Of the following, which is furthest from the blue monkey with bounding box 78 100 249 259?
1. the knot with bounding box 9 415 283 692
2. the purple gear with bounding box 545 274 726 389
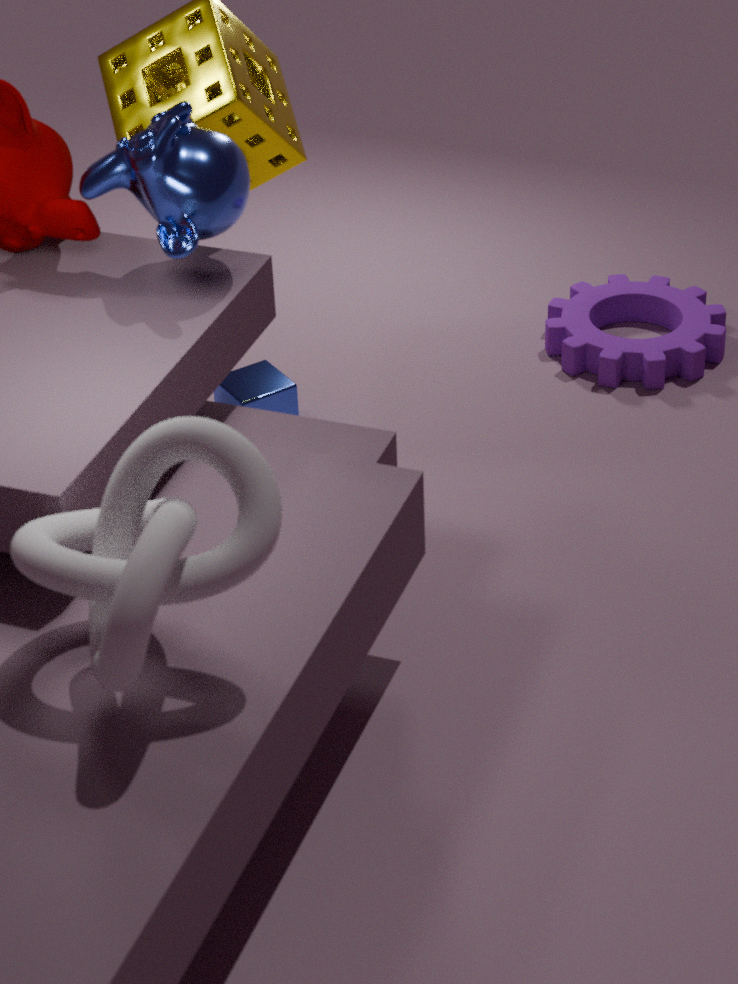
the purple gear with bounding box 545 274 726 389
